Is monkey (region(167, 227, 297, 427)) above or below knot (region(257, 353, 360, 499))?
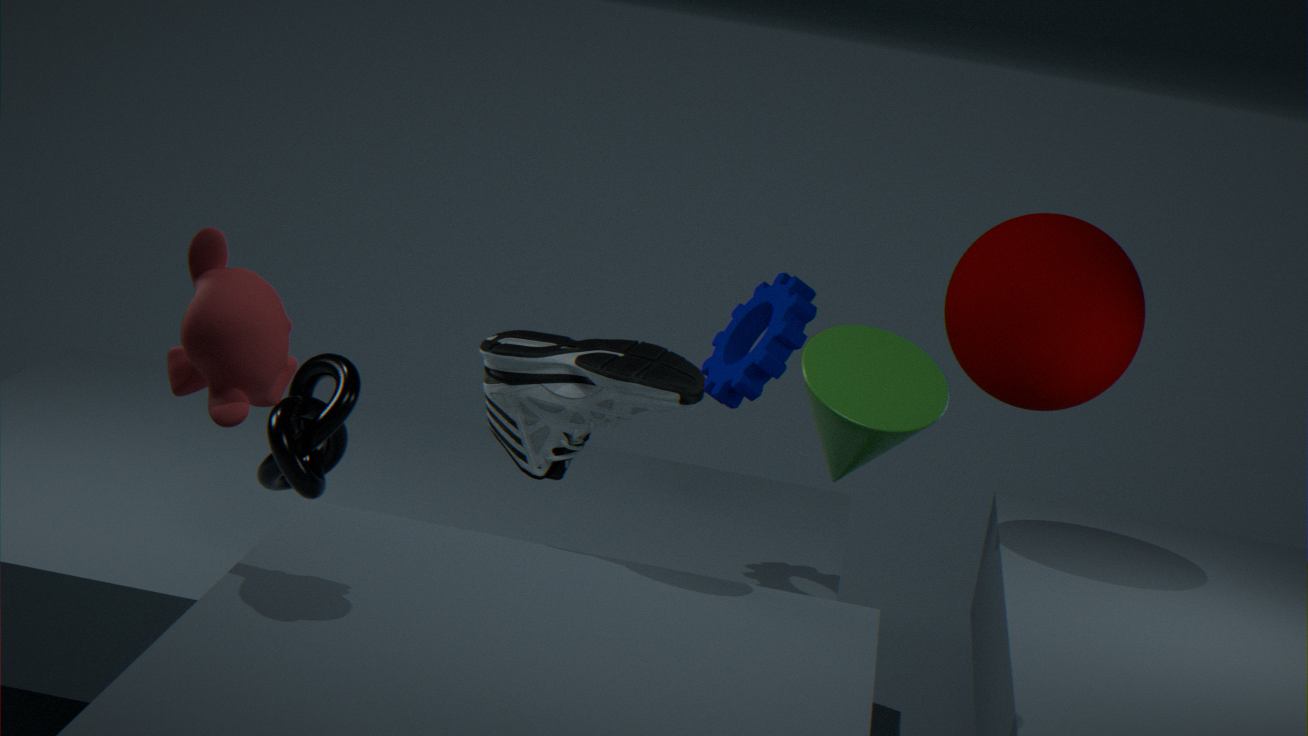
above
